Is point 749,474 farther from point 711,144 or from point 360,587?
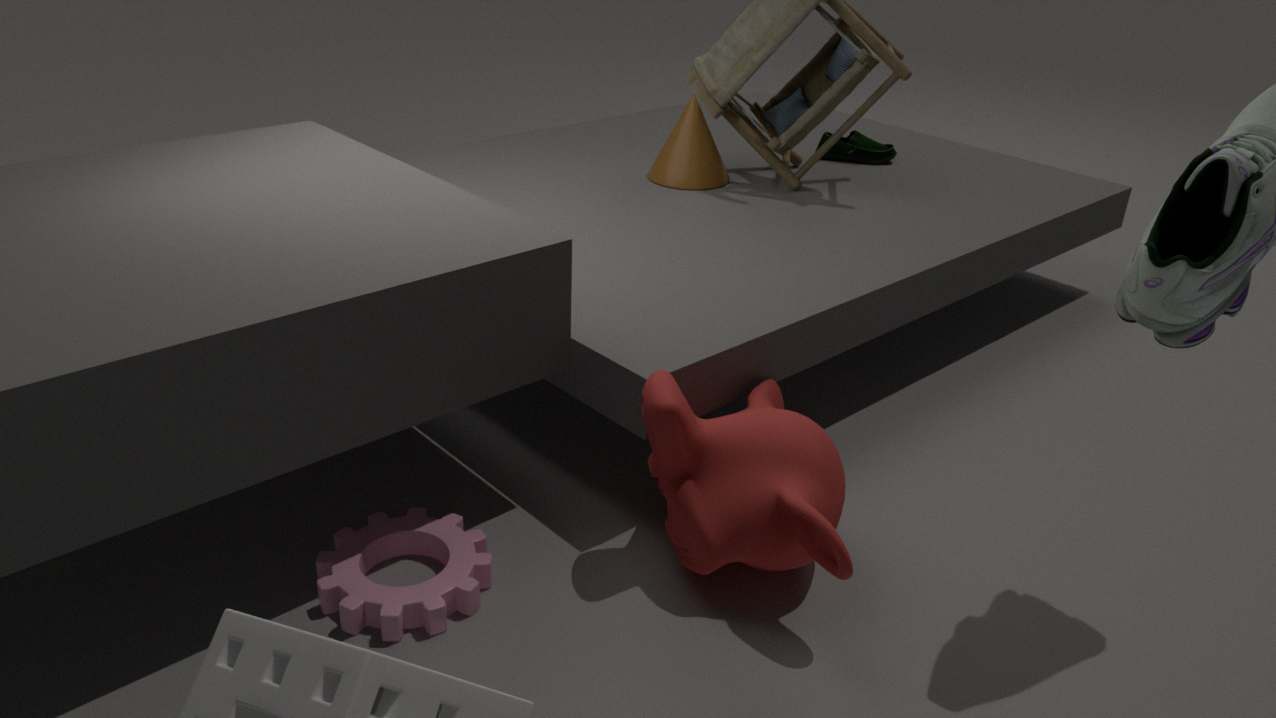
point 711,144
